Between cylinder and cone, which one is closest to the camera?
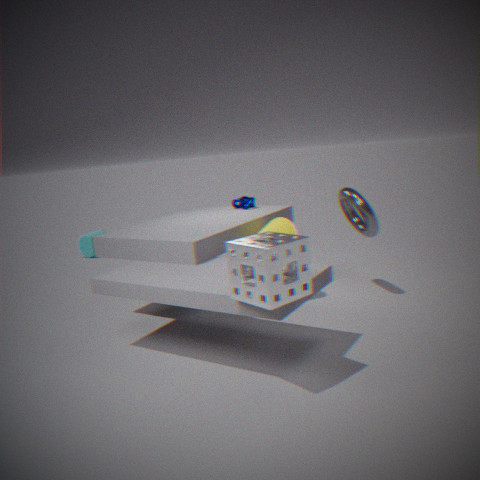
cone
